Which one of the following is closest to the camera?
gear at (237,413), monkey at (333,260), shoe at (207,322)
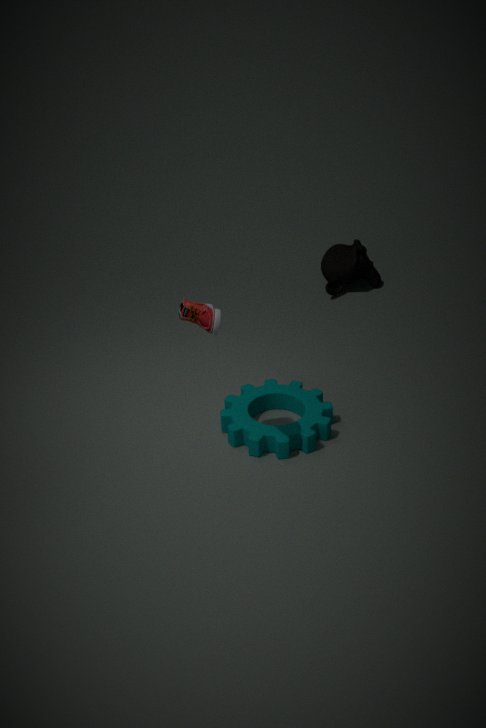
shoe at (207,322)
